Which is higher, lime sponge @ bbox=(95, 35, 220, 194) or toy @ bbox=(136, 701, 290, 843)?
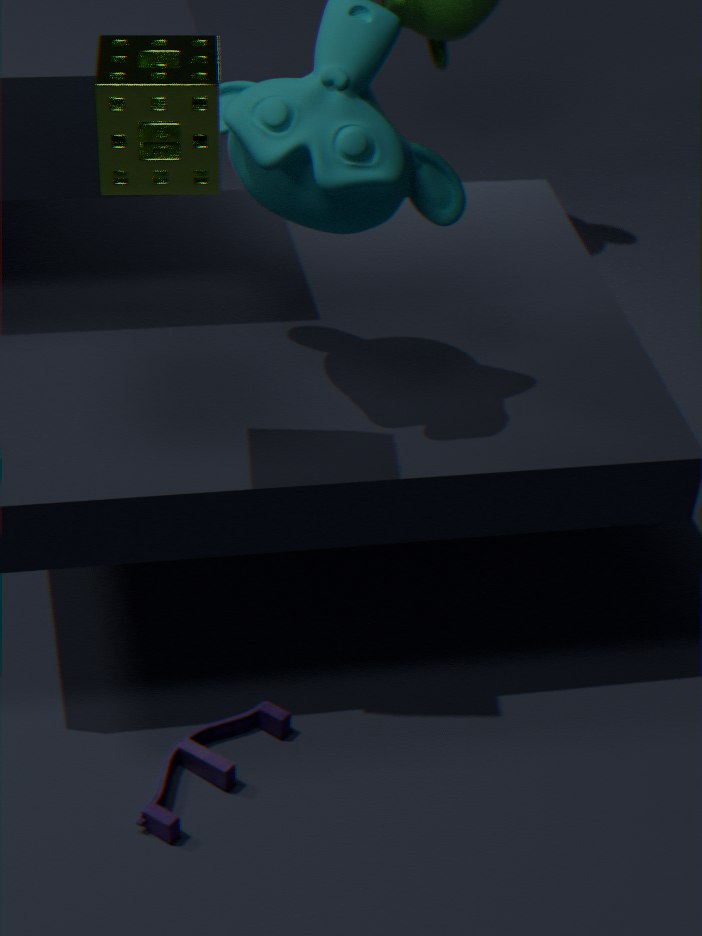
lime sponge @ bbox=(95, 35, 220, 194)
